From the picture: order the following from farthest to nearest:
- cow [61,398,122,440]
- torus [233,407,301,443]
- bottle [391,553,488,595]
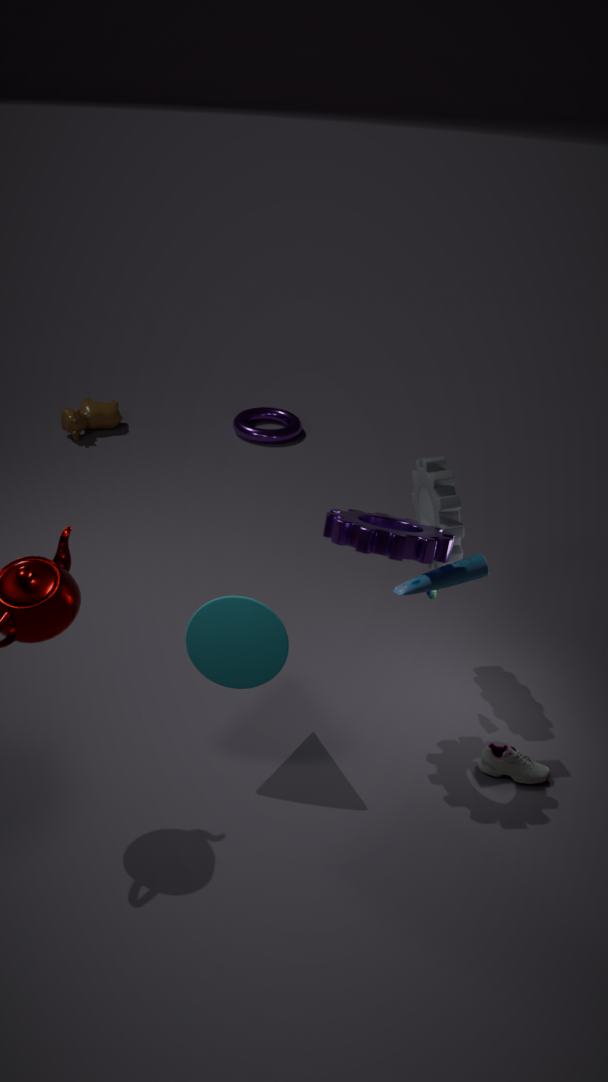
torus [233,407,301,443]
cow [61,398,122,440]
bottle [391,553,488,595]
